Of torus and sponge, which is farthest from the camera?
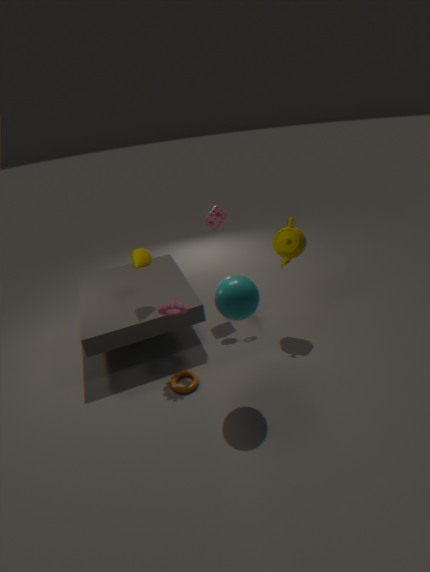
sponge
